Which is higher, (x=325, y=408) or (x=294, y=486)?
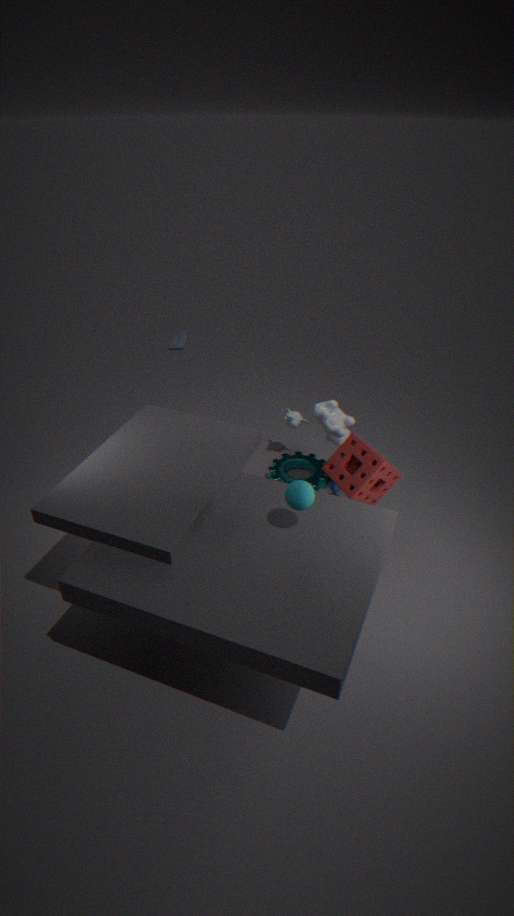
(x=294, y=486)
